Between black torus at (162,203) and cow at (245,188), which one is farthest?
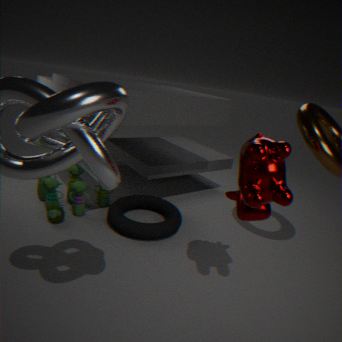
black torus at (162,203)
